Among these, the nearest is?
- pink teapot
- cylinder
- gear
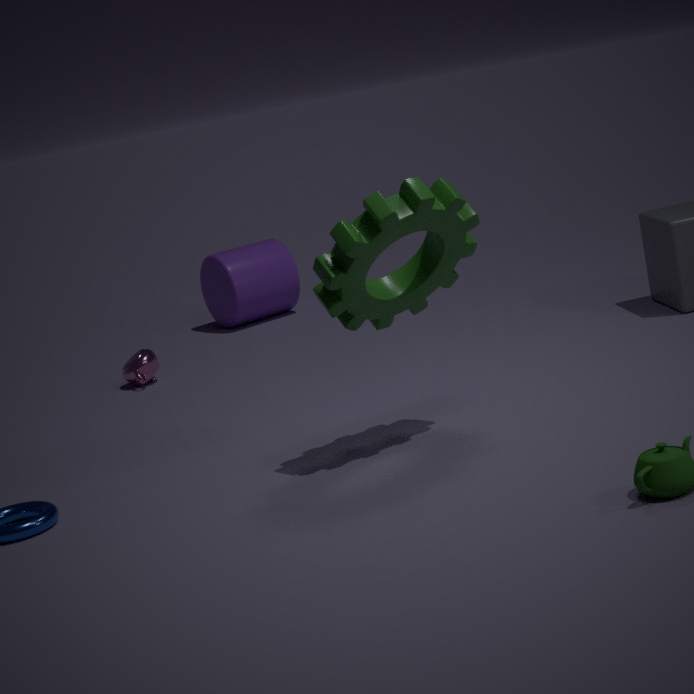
gear
